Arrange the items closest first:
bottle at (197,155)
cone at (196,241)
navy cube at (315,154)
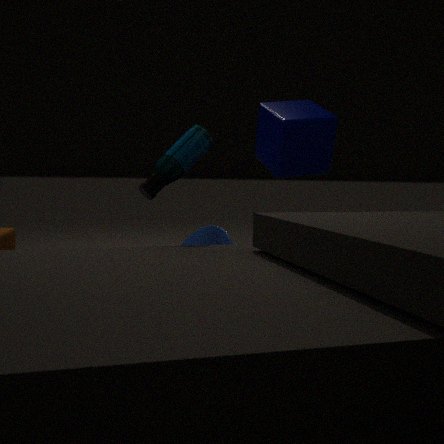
bottle at (197,155) < cone at (196,241) < navy cube at (315,154)
